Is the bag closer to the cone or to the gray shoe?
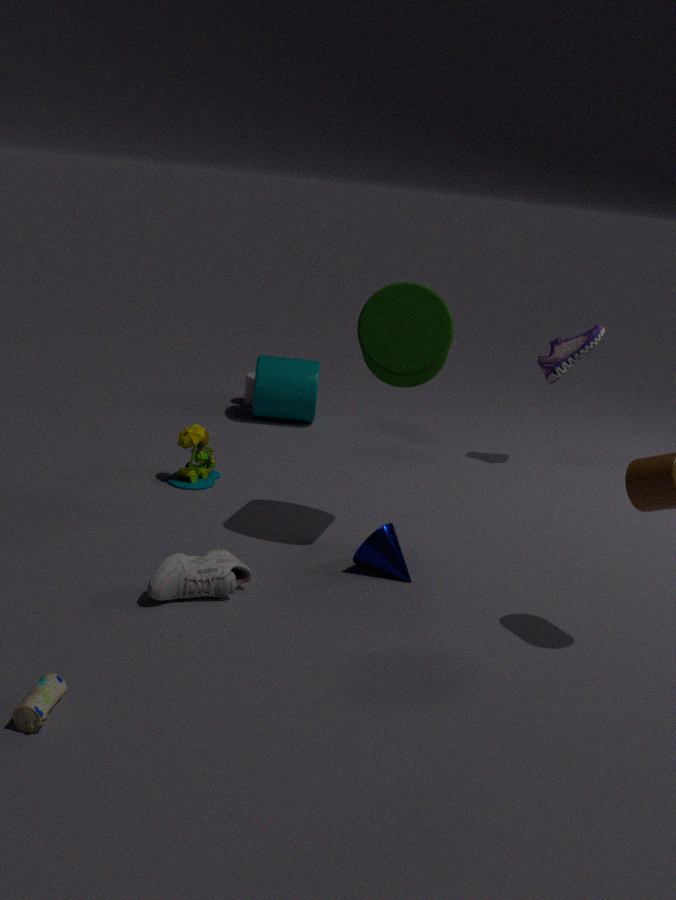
the gray shoe
